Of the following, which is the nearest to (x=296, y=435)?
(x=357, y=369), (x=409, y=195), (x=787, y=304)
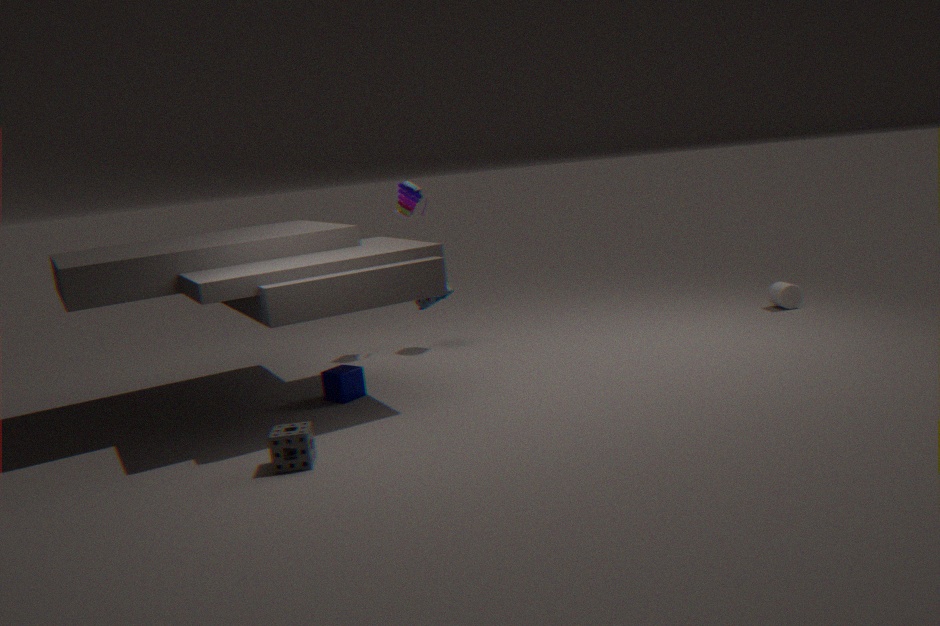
(x=357, y=369)
